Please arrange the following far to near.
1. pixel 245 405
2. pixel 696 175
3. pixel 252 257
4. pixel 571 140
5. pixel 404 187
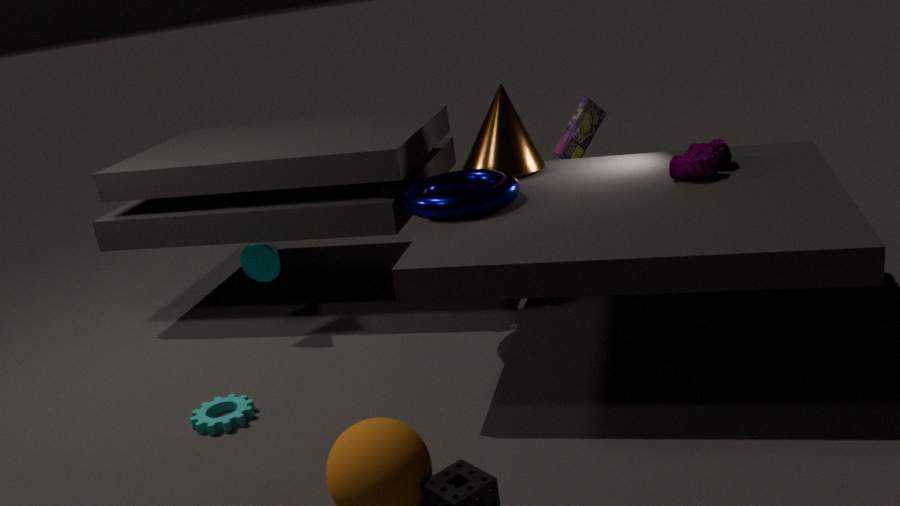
pixel 571 140 < pixel 252 257 < pixel 404 187 < pixel 696 175 < pixel 245 405
